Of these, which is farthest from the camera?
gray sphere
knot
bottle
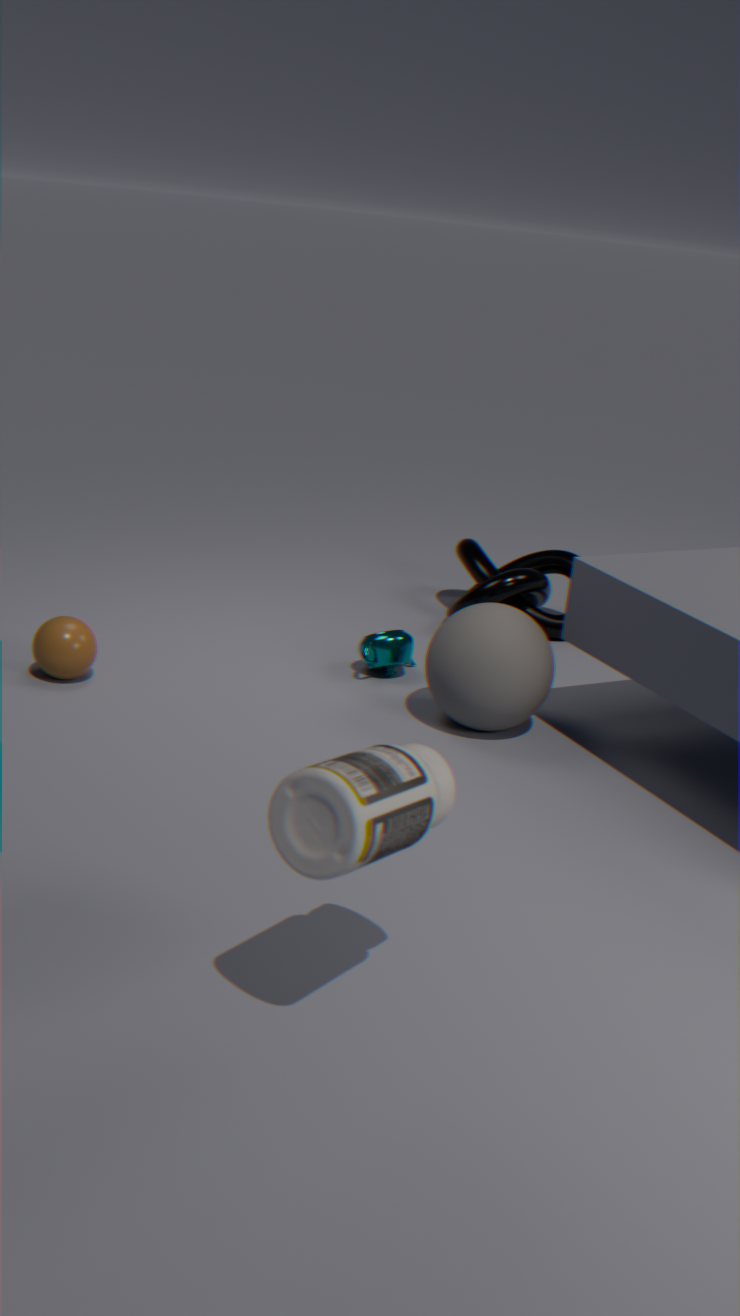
A: knot
